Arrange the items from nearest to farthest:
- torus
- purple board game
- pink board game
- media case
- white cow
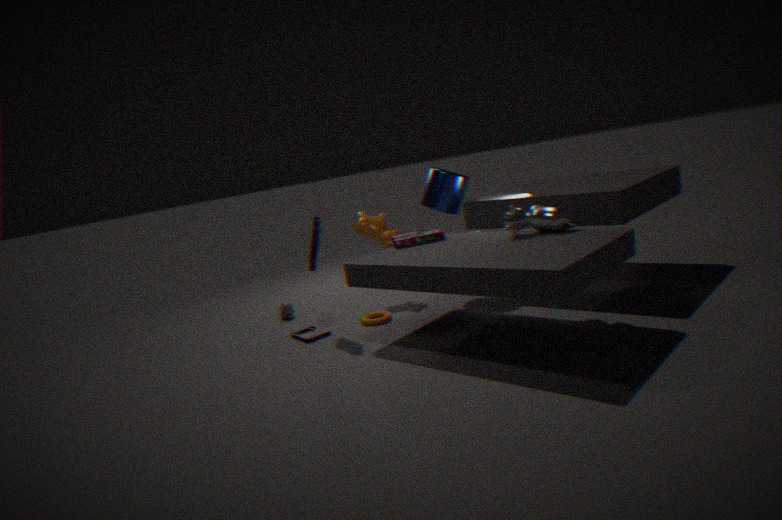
white cow < purple board game < pink board game < media case < torus
